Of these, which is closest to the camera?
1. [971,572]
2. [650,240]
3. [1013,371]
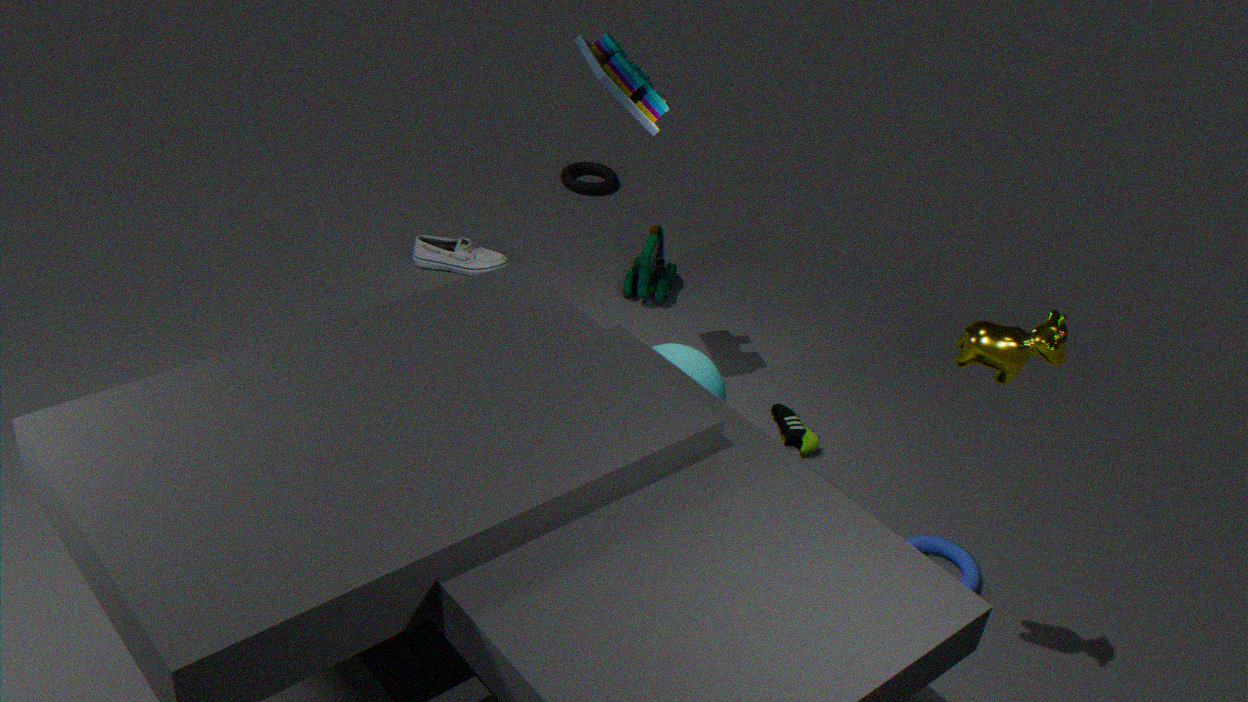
[1013,371]
